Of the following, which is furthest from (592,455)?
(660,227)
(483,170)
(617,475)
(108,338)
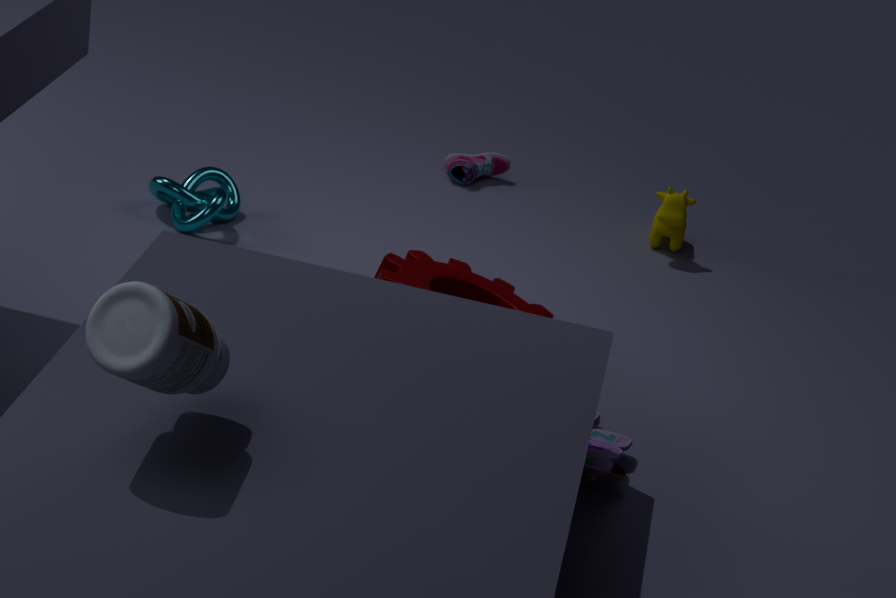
(483,170)
